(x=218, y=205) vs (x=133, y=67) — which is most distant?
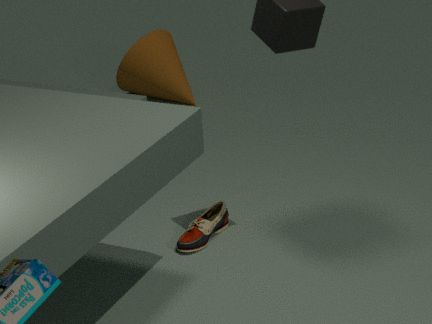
(x=133, y=67)
